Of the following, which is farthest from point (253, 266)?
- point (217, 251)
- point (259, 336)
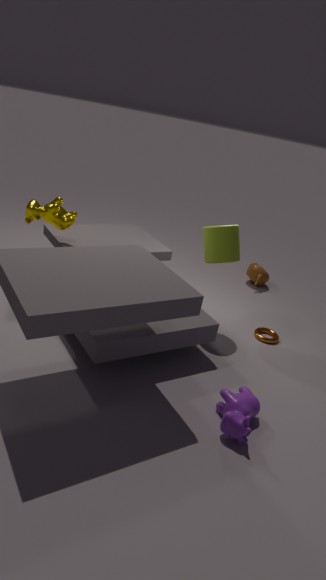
point (217, 251)
